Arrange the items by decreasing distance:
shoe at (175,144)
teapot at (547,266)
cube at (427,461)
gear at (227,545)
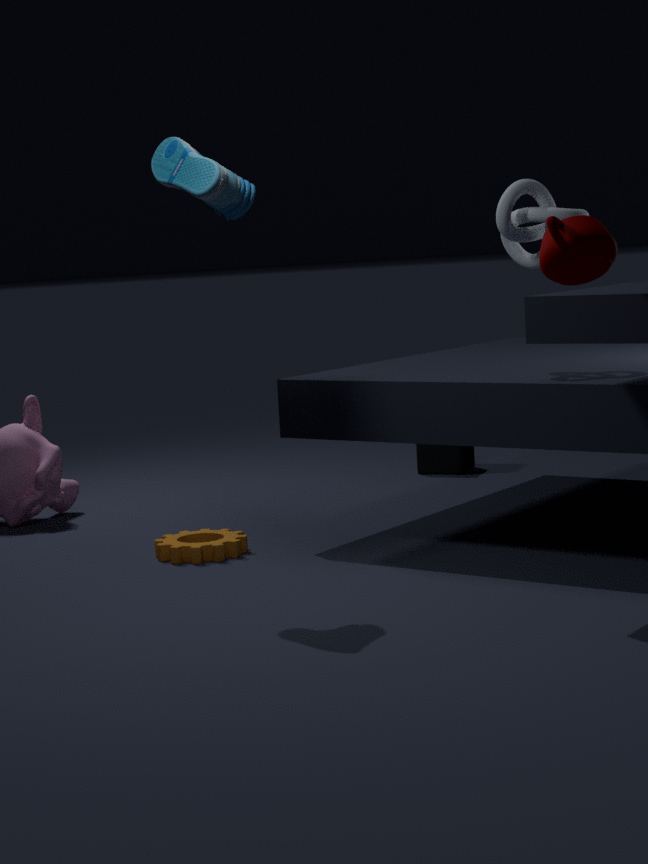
cube at (427,461), gear at (227,545), shoe at (175,144), teapot at (547,266)
